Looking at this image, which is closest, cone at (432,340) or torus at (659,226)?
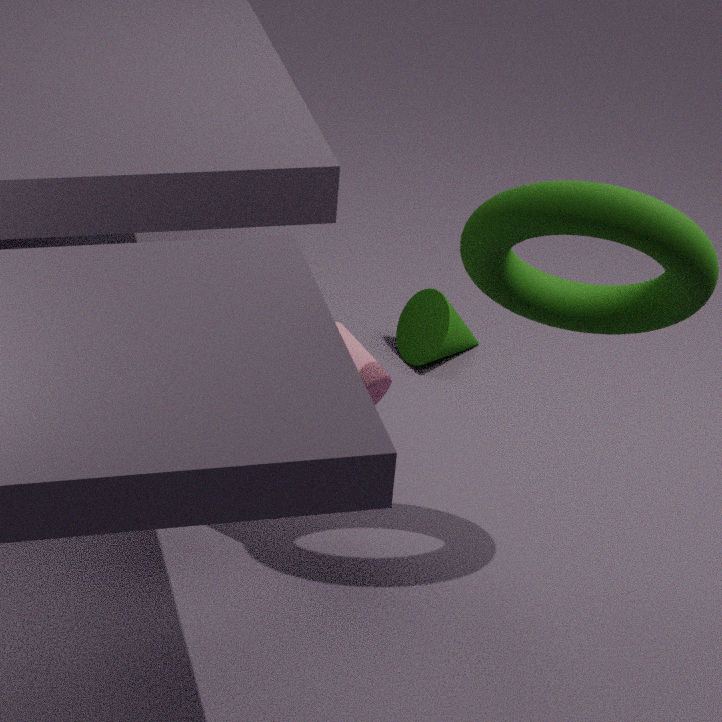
torus at (659,226)
